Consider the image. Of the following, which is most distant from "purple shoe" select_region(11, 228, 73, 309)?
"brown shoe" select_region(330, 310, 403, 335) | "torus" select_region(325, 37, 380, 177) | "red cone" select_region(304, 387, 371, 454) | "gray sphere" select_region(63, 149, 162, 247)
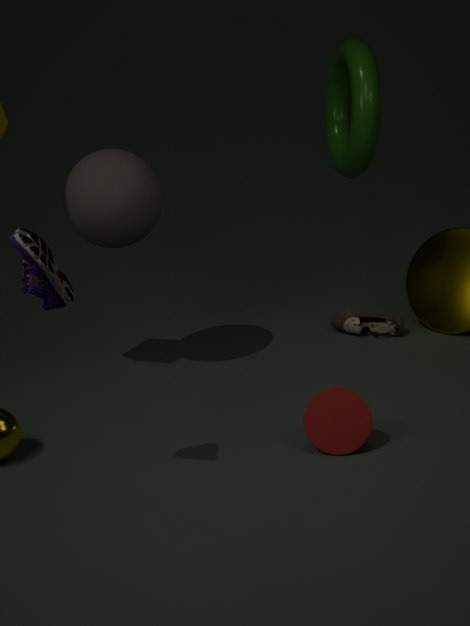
"brown shoe" select_region(330, 310, 403, 335)
